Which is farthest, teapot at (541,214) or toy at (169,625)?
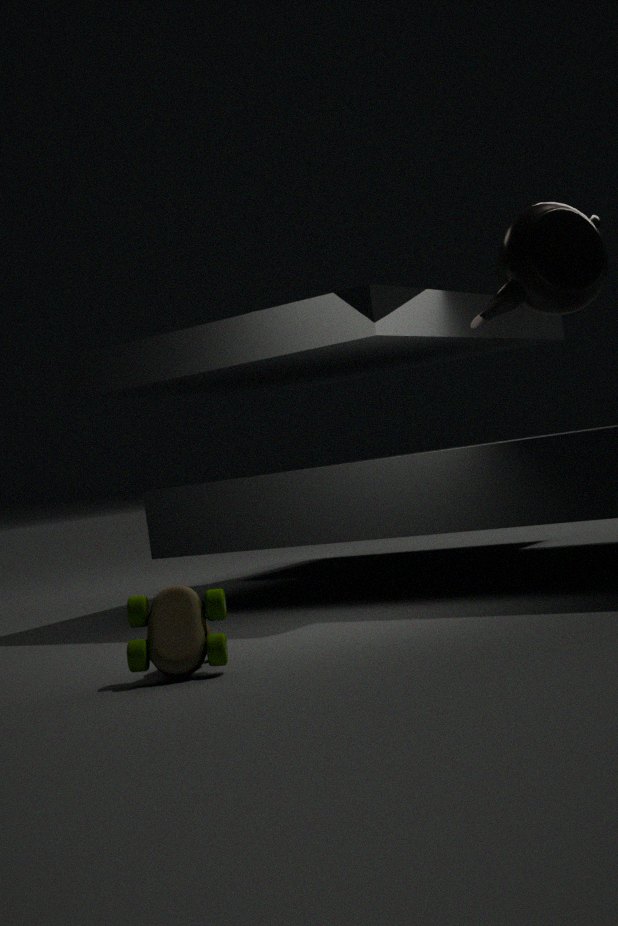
teapot at (541,214)
